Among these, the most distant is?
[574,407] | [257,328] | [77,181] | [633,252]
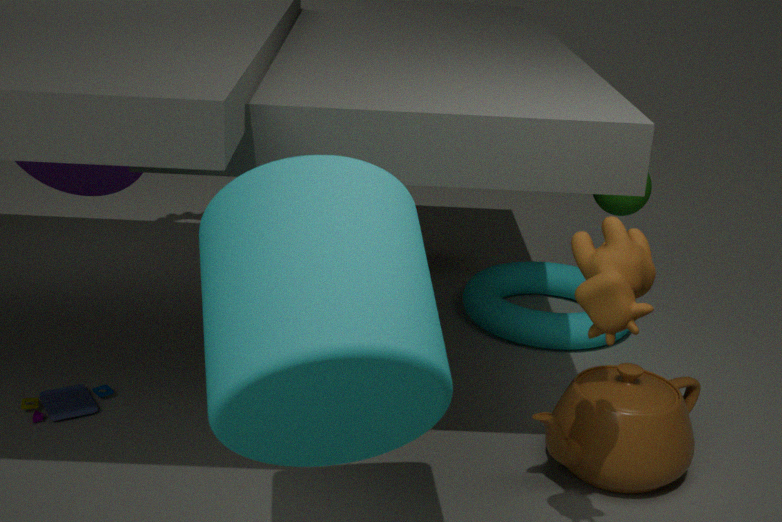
[77,181]
